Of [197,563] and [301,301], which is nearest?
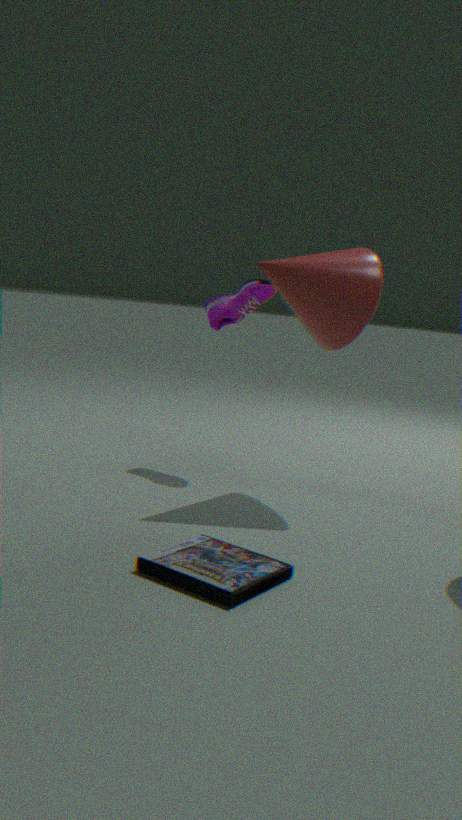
[197,563]
